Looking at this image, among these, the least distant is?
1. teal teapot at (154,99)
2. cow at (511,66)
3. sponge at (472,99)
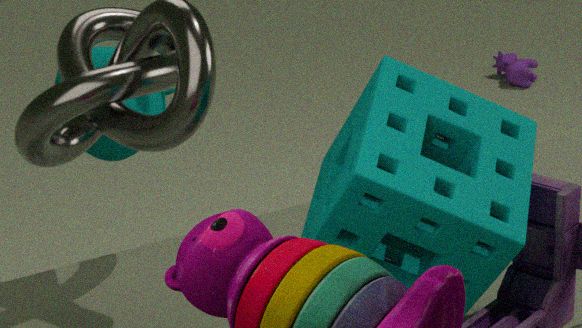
sponge at (472,99)
